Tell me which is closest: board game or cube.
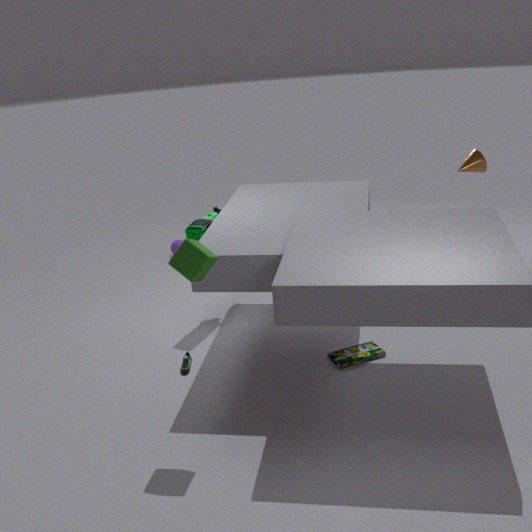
cube
